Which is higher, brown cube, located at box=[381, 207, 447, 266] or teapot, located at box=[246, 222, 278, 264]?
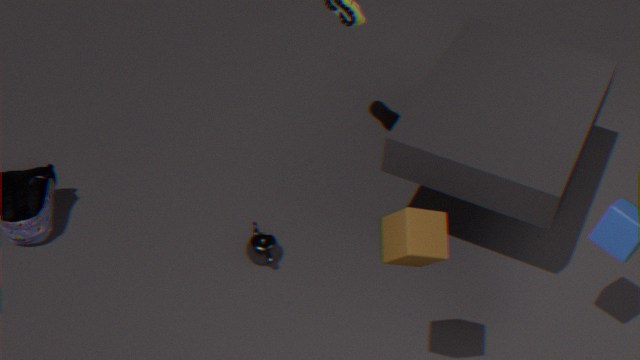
brown cube, located at box=[381, 207, 447, 266]
